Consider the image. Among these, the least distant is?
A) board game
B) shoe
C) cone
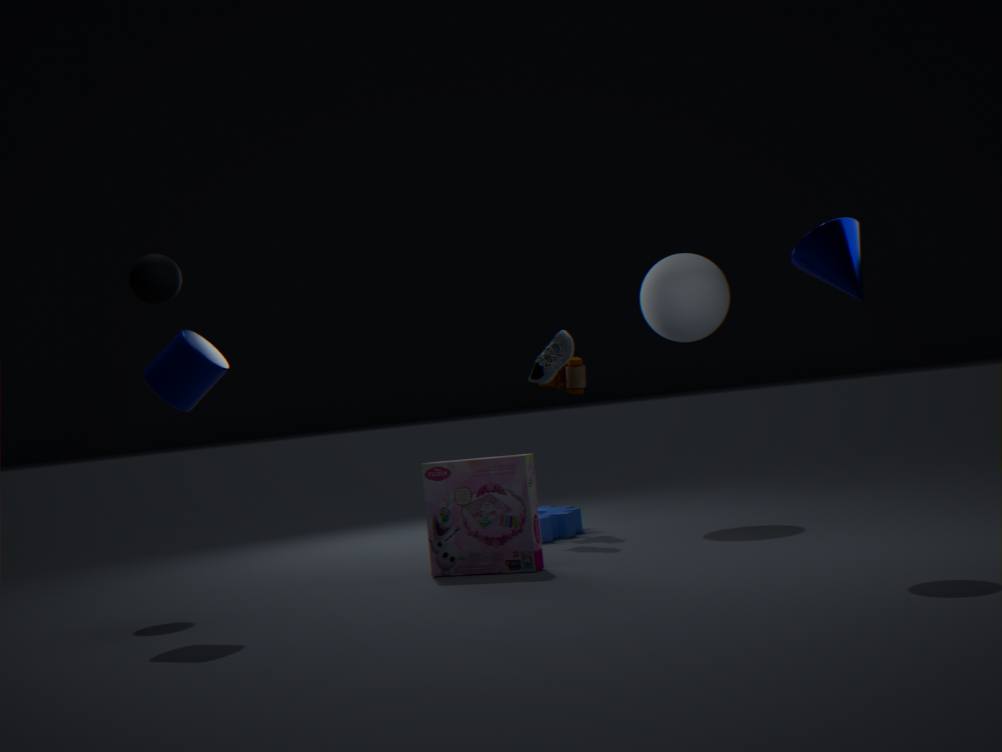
cone
